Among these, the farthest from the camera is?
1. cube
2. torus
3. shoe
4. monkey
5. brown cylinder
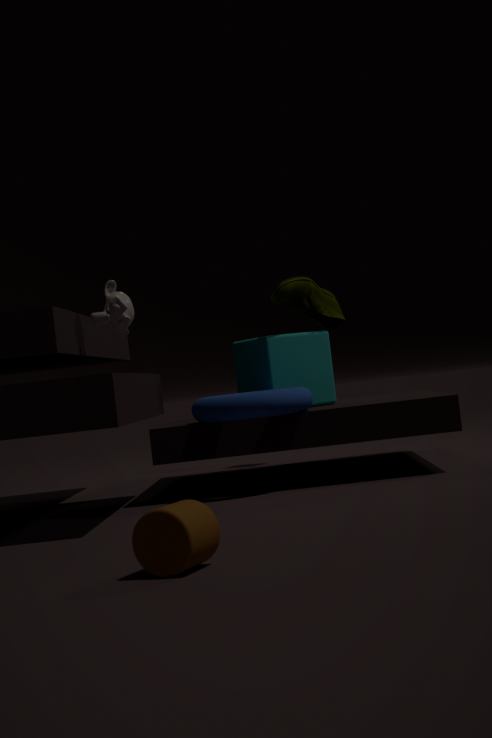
cube
